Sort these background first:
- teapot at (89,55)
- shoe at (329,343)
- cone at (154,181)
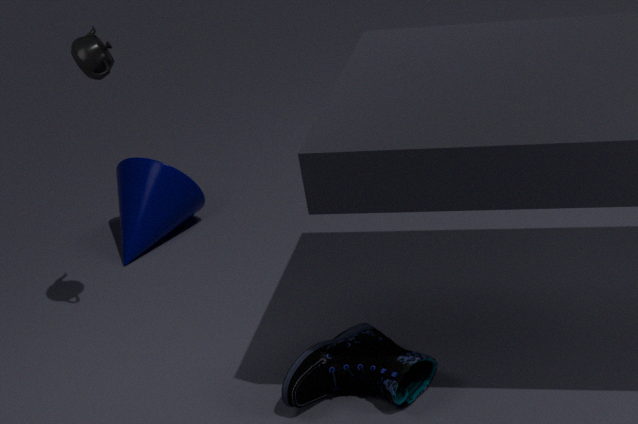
cone at (154,181)
teapot at (89,55)
shoe at (329,343)
